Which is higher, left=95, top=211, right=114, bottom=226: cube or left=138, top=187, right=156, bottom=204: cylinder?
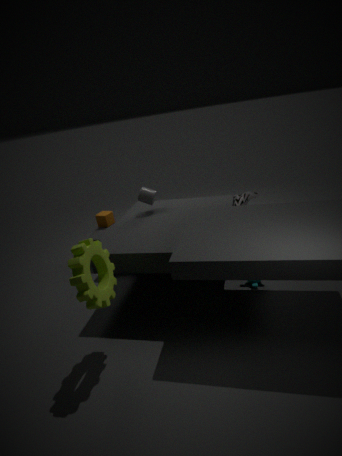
left=138, top=187, right=156, bottom=204: cylinder
